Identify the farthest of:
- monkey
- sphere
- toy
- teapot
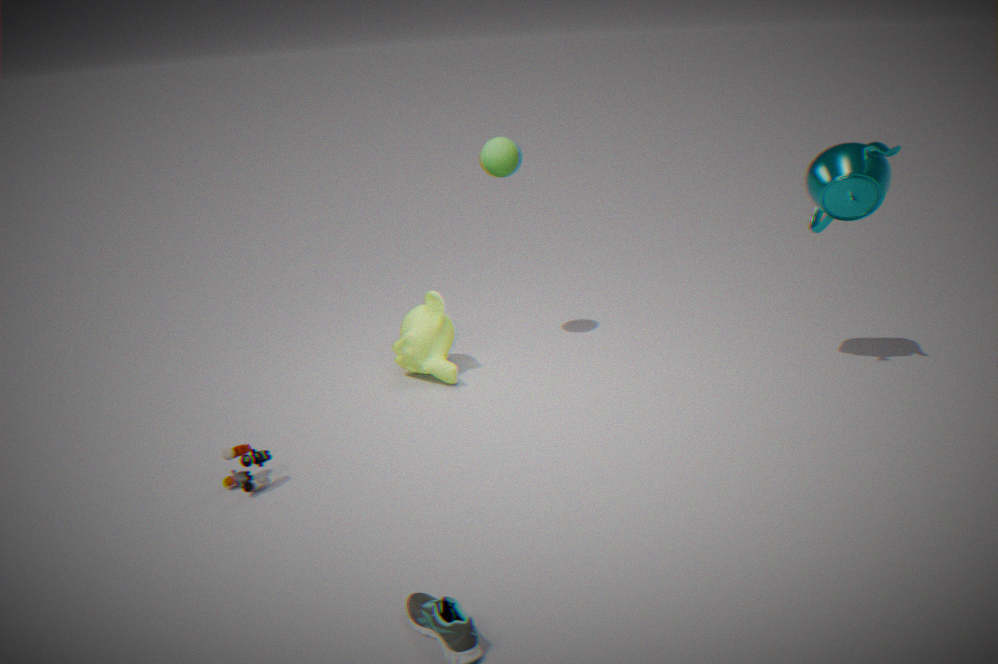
monkey
